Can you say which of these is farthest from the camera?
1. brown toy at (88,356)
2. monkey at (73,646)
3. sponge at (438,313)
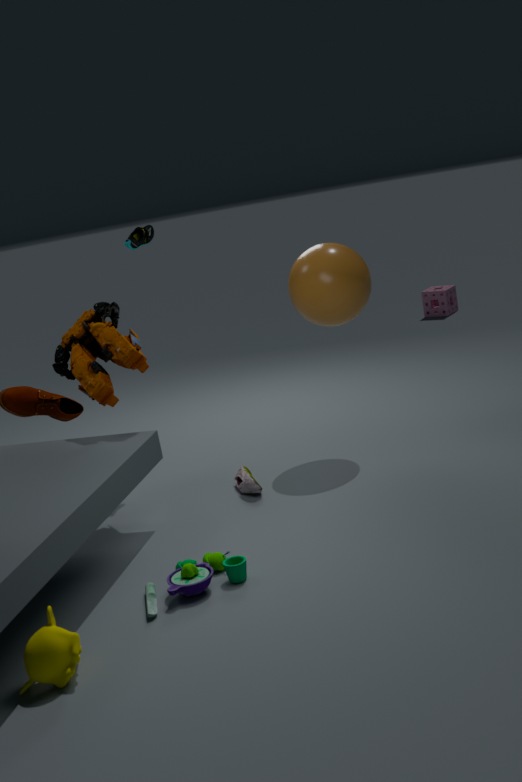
sponge at (438,313)
